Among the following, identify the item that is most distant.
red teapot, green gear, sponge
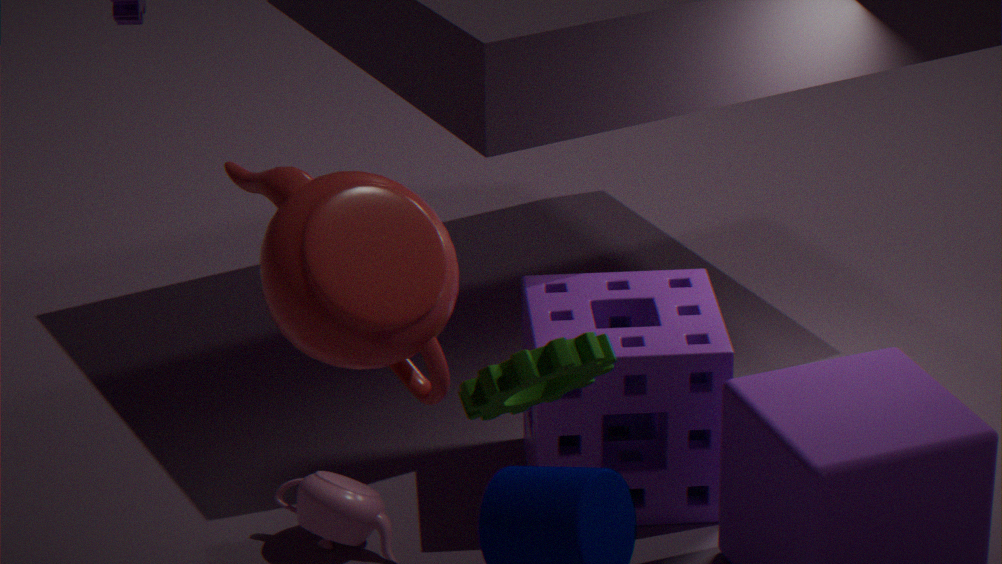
sponge
